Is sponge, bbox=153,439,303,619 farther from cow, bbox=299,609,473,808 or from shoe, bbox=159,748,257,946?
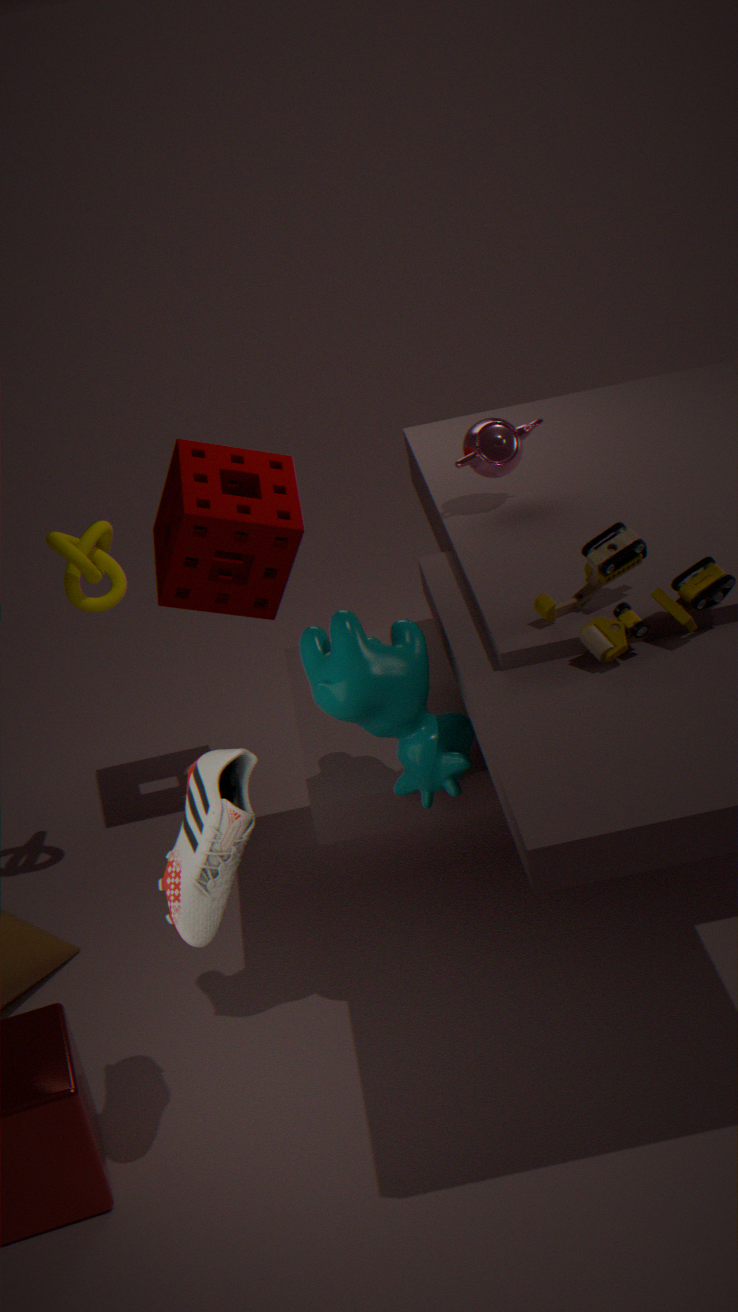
shoe, bbox=159,748,257,946
